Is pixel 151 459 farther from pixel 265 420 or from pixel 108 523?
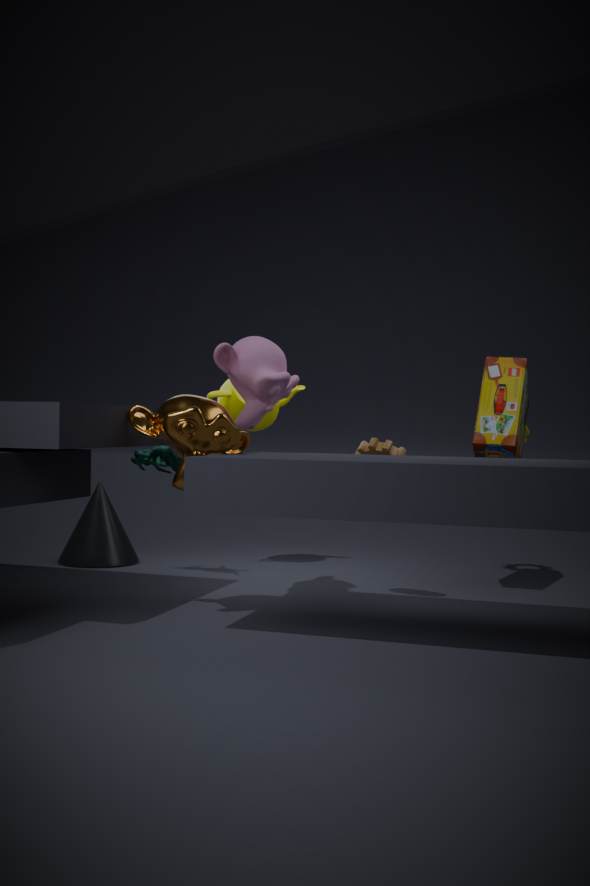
pixel 108 523
